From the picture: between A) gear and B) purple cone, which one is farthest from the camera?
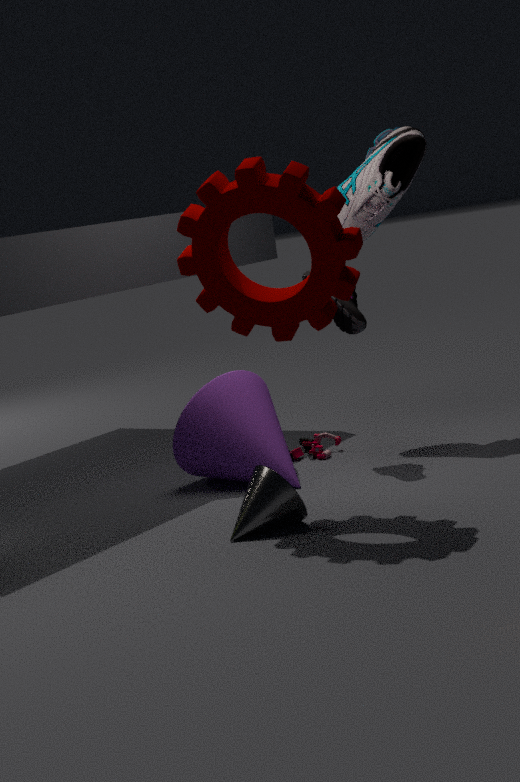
B. purple cone
